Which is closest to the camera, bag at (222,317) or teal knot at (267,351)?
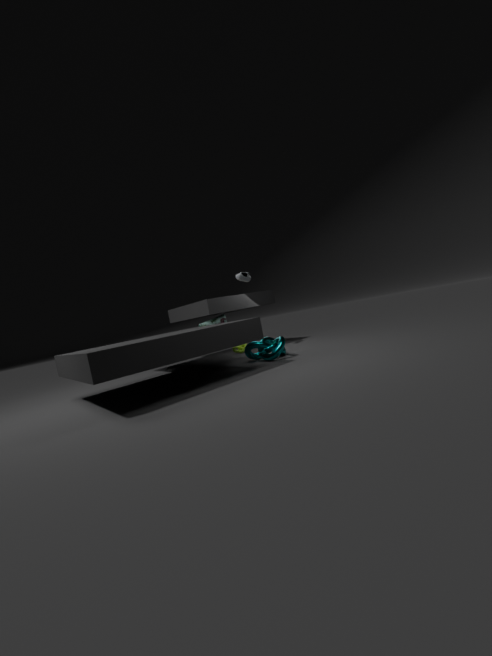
teal knot at (267,351)
